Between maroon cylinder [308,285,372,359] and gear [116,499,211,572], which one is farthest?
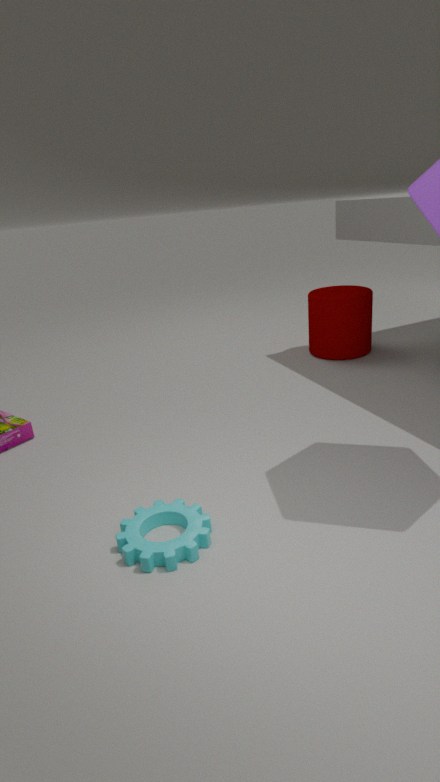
maroon cylinder [308,285,372,359]
